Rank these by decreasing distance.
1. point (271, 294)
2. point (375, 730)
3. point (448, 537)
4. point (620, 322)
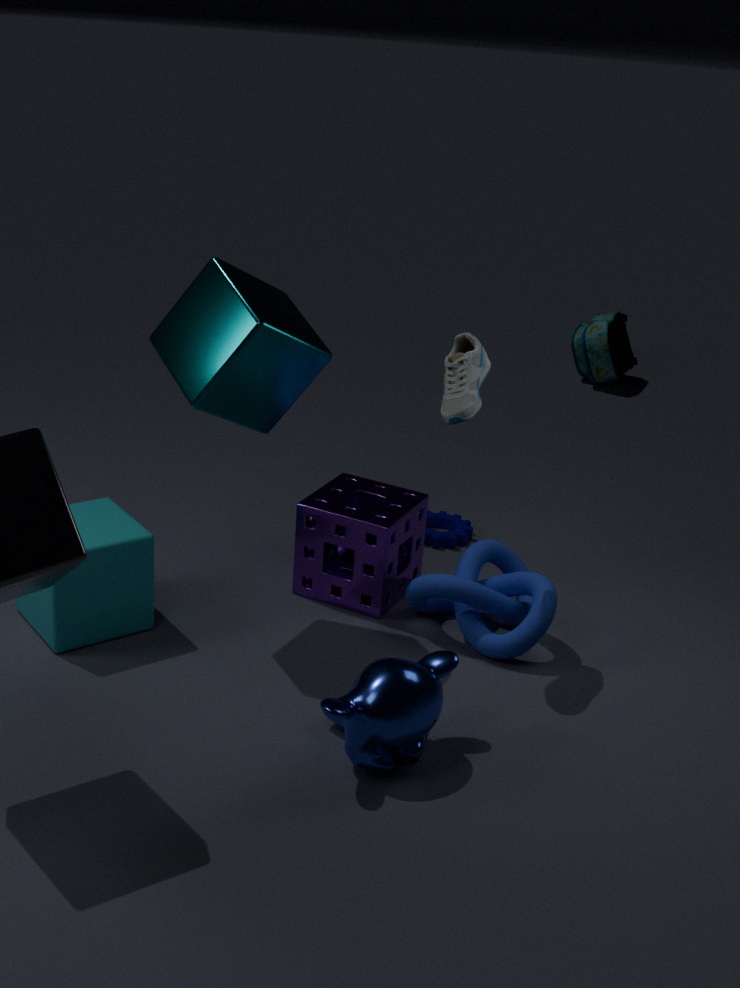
point (620, 322), point (448, 537), point (271, 294), point (375, 730)
